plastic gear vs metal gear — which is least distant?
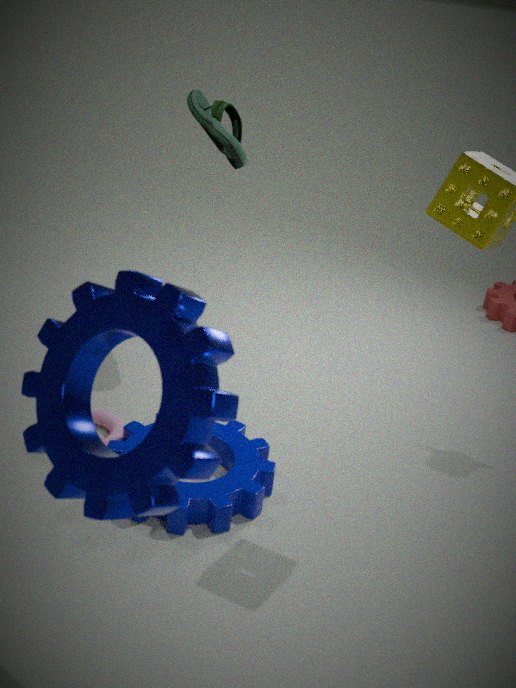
metal gear
